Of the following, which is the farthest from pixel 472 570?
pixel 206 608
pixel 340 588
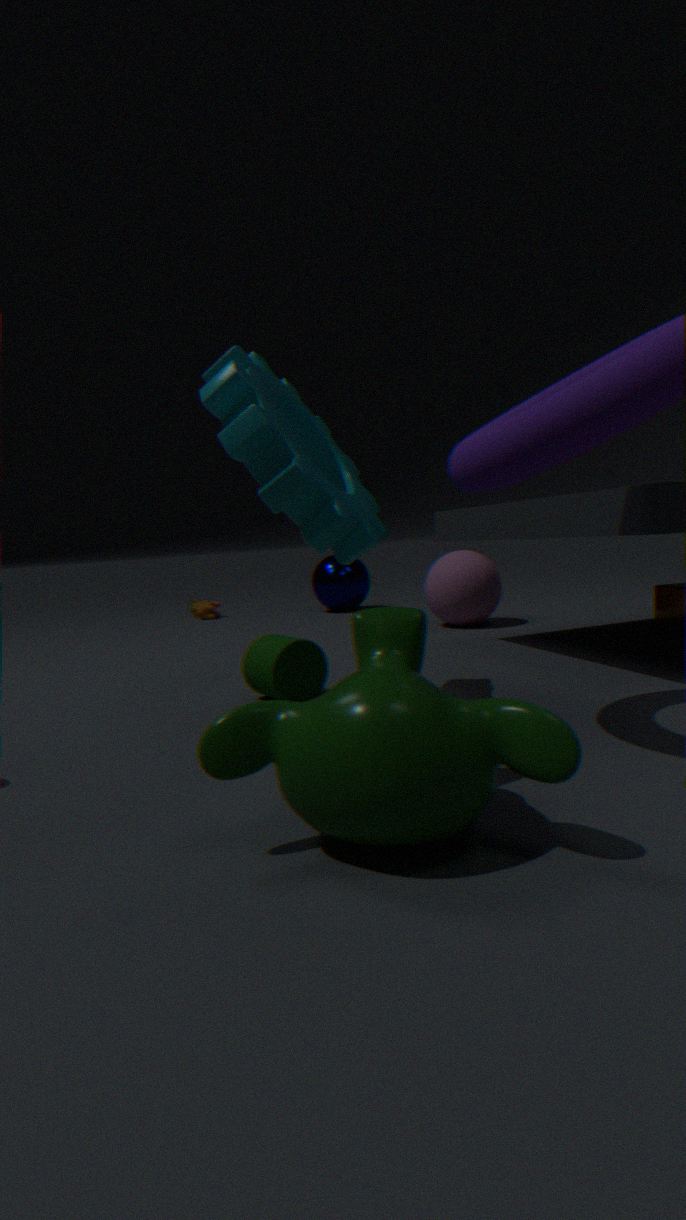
→ pixel 206 608
